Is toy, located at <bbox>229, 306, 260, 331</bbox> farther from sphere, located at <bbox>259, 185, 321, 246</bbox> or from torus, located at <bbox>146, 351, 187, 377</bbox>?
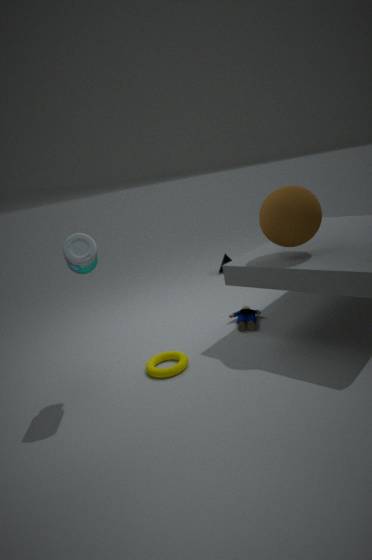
sphere, located at <bbox>259, 185, 321, 246</bbox>
